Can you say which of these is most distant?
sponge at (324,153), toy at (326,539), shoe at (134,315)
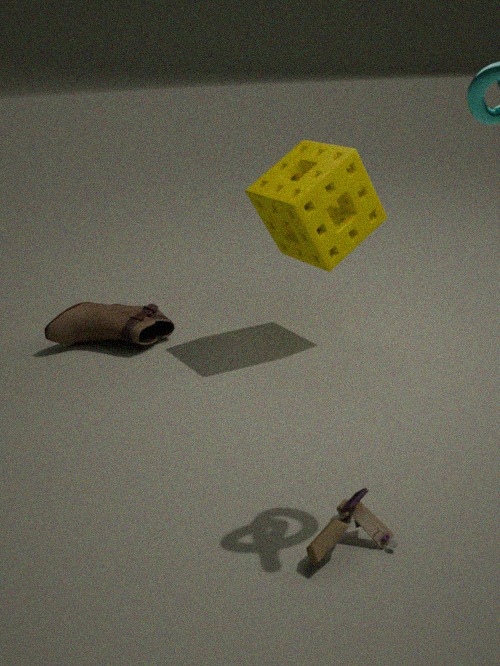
shoe at (134,315)
